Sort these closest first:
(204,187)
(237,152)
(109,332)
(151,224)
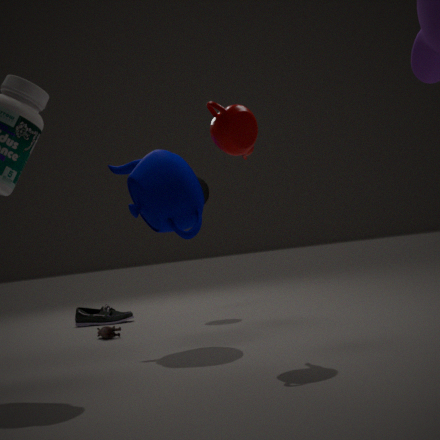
(237,152)
(151,224)
(109,332)
(204,187)
